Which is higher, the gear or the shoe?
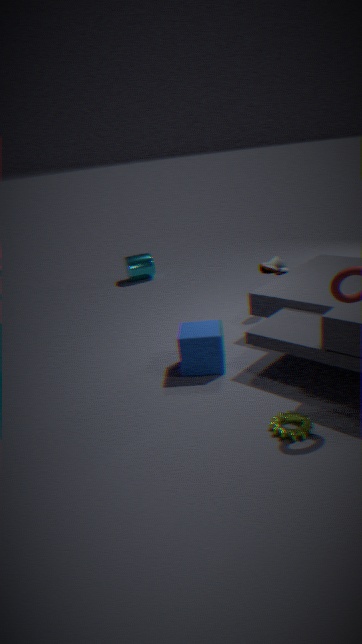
the shoe
